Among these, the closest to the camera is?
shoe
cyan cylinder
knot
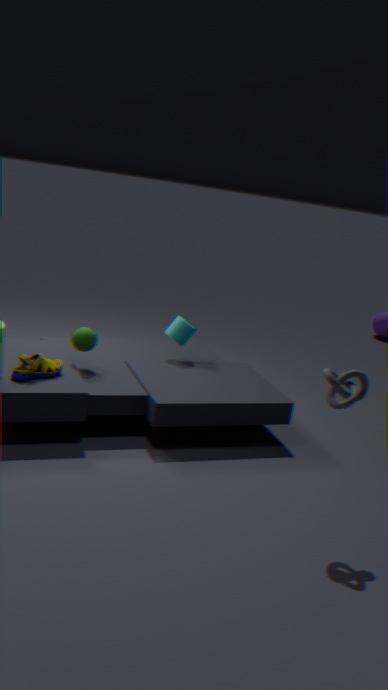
knot
